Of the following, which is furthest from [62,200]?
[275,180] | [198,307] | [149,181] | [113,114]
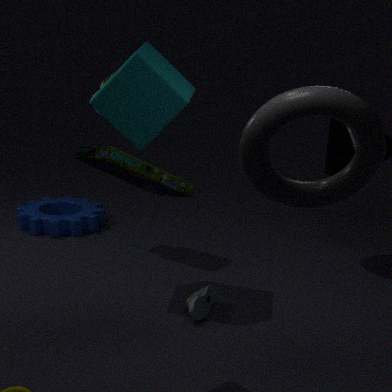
[275,180]
